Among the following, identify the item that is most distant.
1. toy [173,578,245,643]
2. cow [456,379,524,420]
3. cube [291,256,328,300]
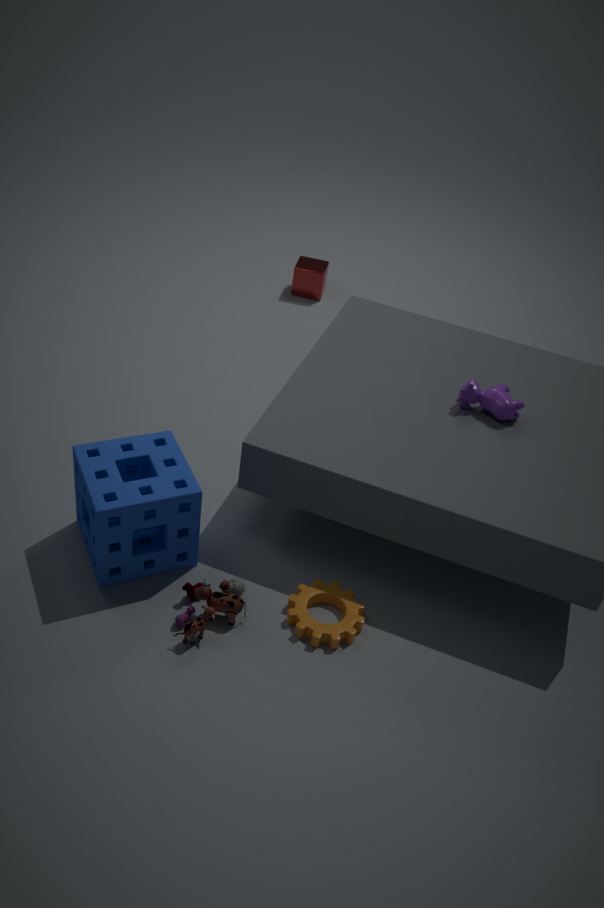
cube [291,256,328,300]
